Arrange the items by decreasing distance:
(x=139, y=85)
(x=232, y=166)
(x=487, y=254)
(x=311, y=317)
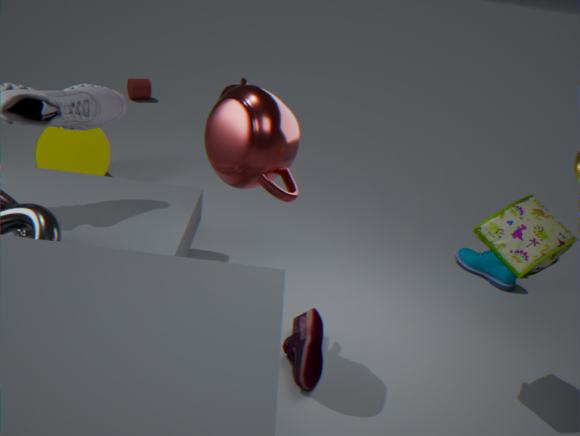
(x=139, y=85), (x=487, y=254), (x=311, y=317), (x=232, y=166)
